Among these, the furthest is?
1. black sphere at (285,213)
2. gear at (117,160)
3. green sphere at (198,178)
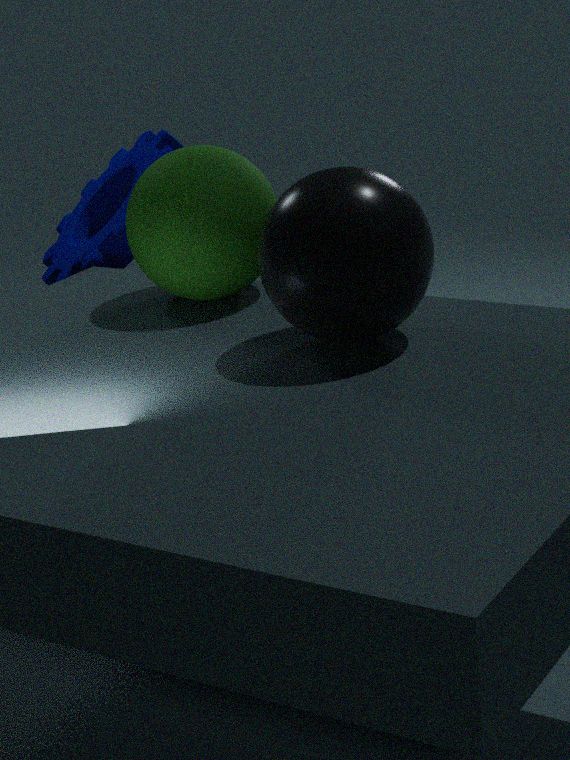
gear at (117,160)
